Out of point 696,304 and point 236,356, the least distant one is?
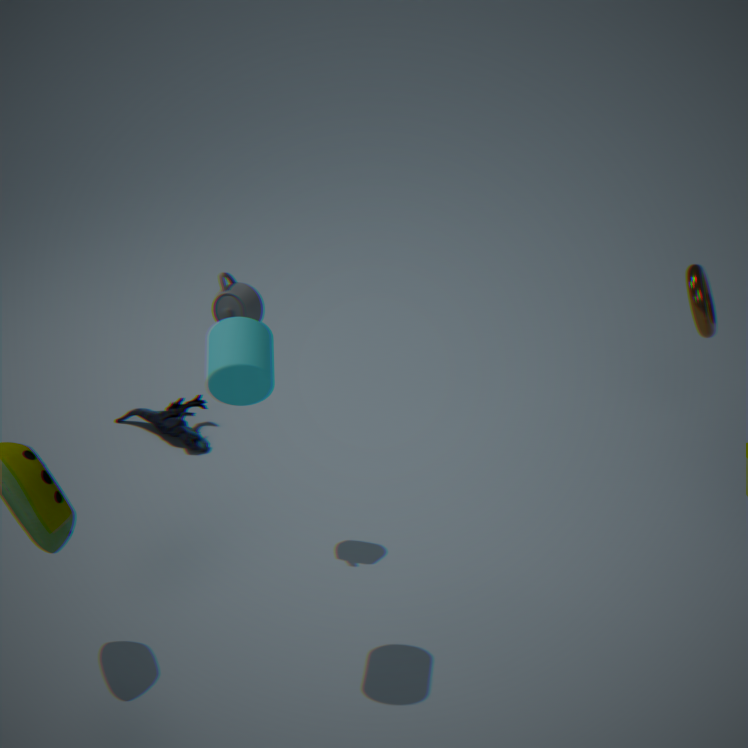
point 236,356
